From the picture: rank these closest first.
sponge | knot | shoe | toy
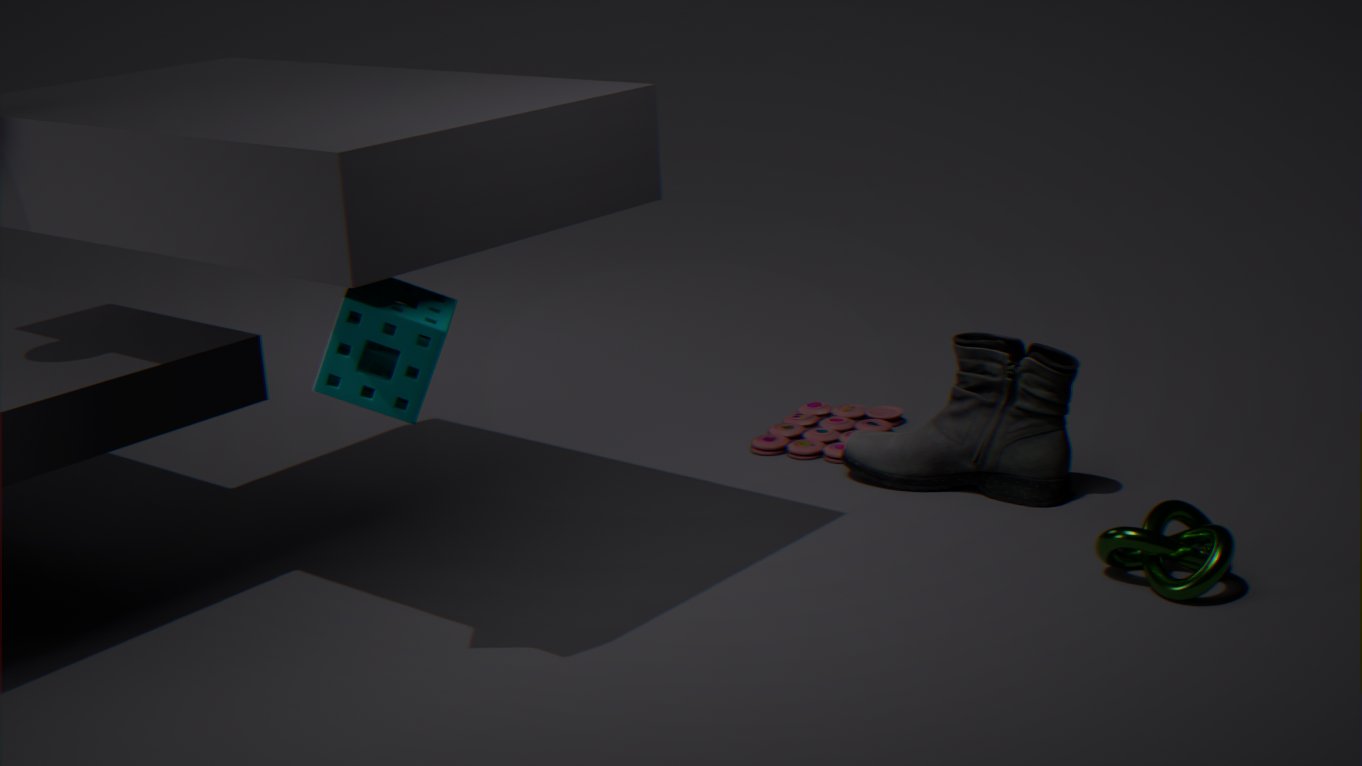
sponge, knot, shoe, toy
